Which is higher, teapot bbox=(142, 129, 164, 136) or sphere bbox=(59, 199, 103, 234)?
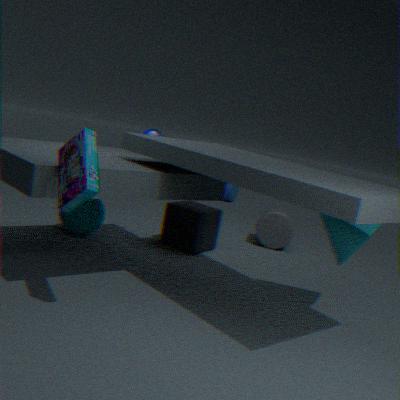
teapot bbox=(142, 129, 164, 136)
